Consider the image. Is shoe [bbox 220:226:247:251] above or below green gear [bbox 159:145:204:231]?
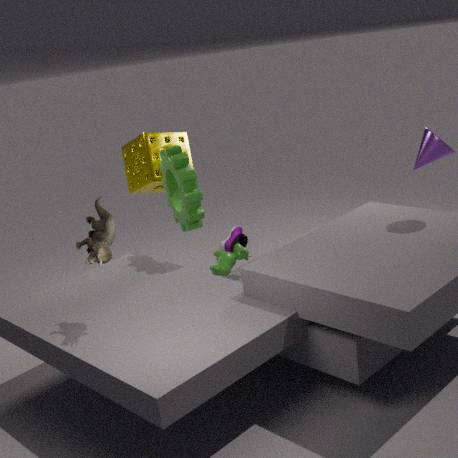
below
